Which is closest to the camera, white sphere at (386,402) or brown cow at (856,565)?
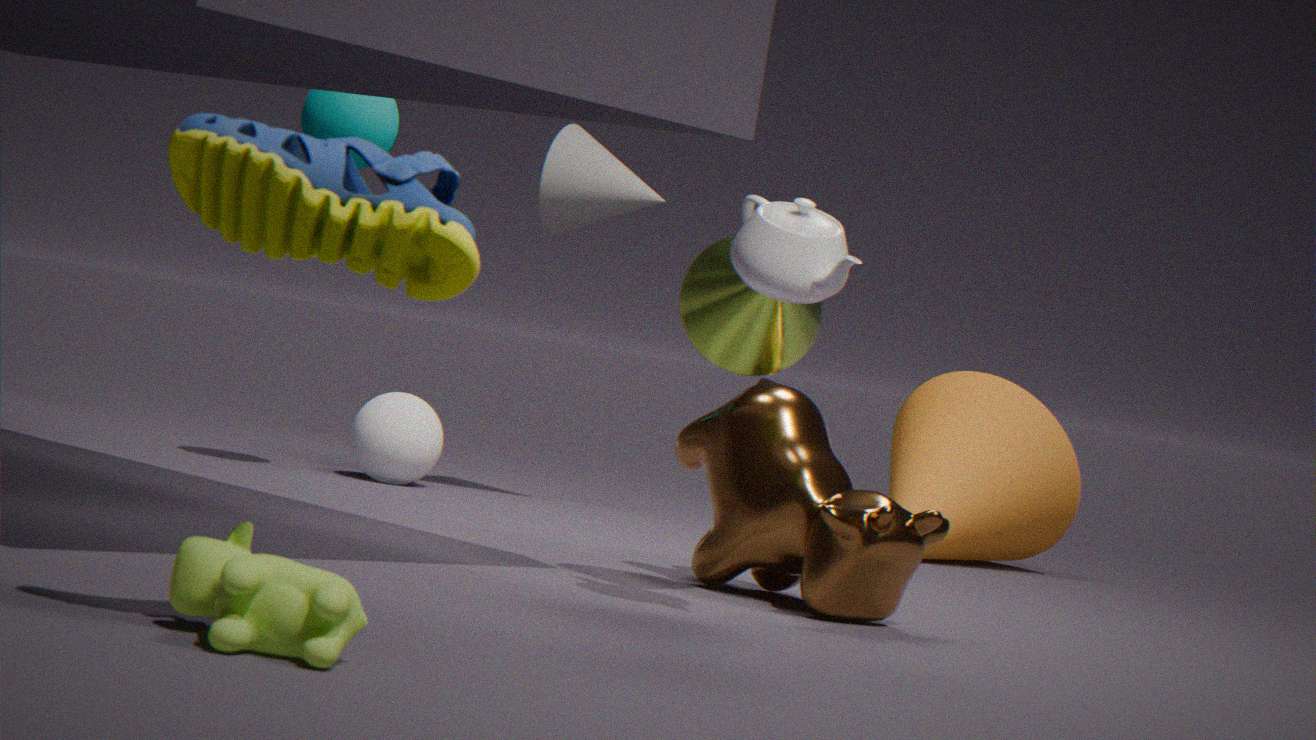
brown cow at (856,565)
